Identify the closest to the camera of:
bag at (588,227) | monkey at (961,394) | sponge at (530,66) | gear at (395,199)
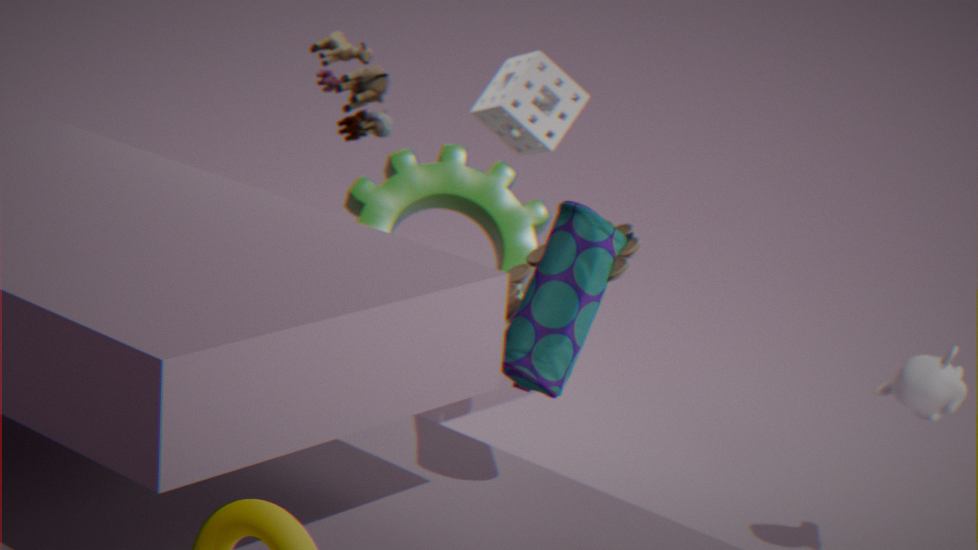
bag at (588,227)
